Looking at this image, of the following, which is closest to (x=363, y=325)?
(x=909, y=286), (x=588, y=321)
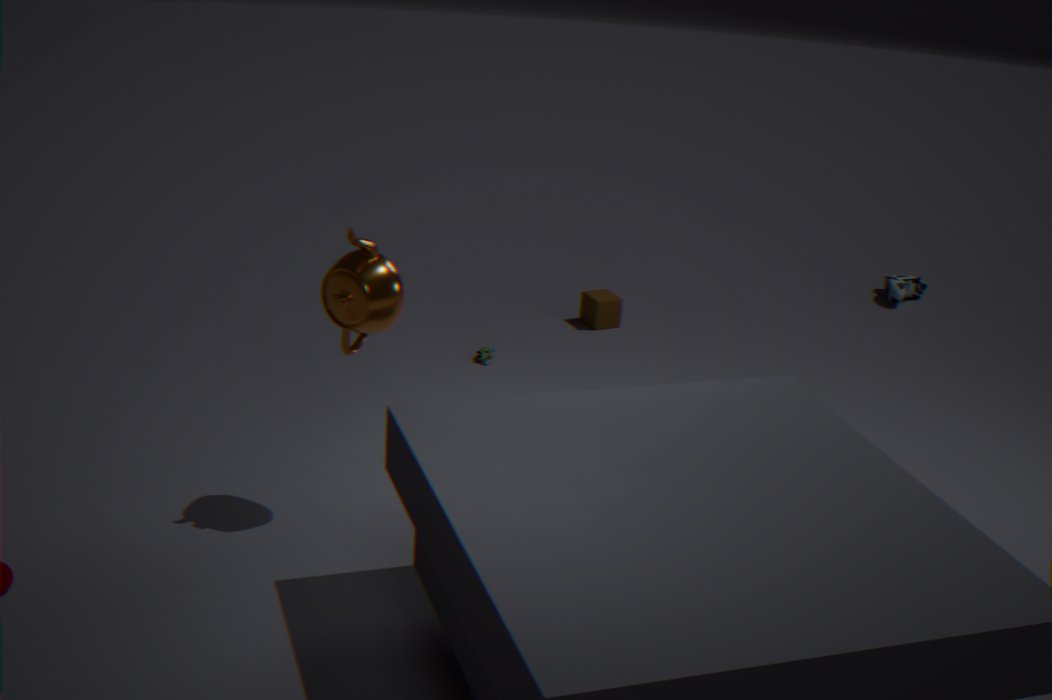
(x=588, y=321)
